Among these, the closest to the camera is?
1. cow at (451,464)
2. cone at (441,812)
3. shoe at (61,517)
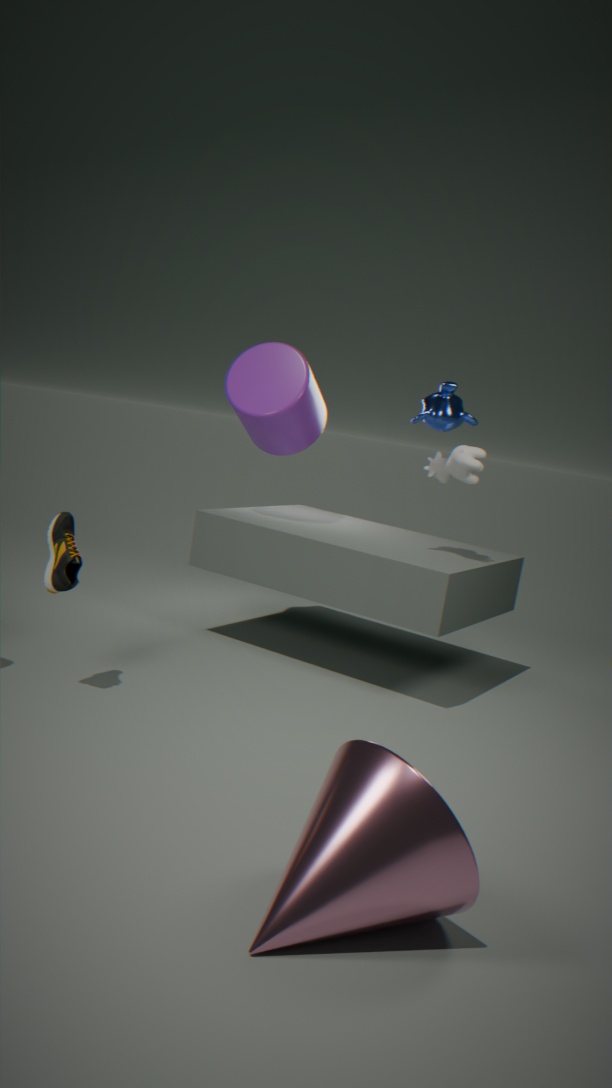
cone at (441,812)
